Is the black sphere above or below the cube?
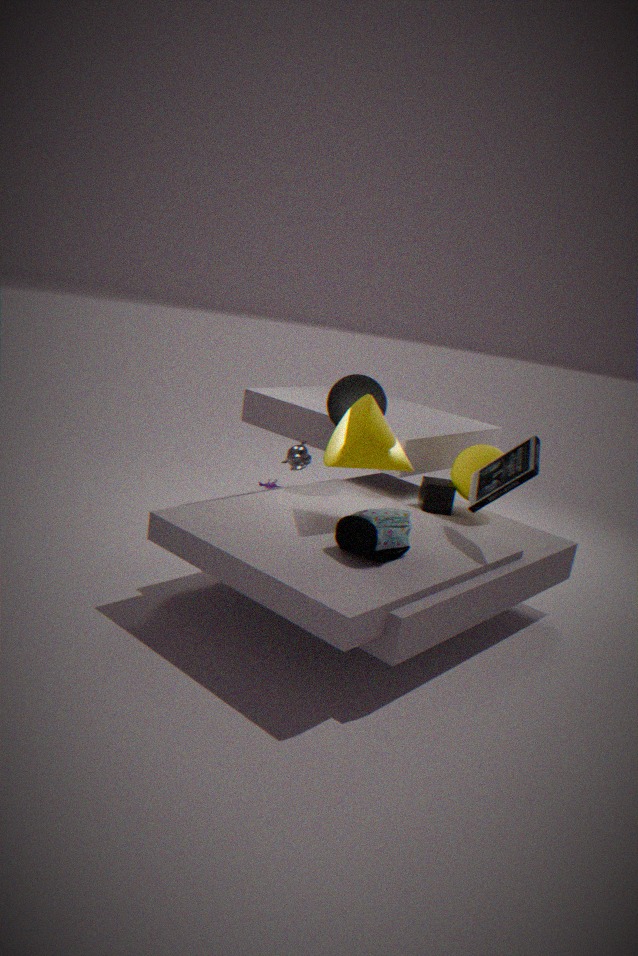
above
